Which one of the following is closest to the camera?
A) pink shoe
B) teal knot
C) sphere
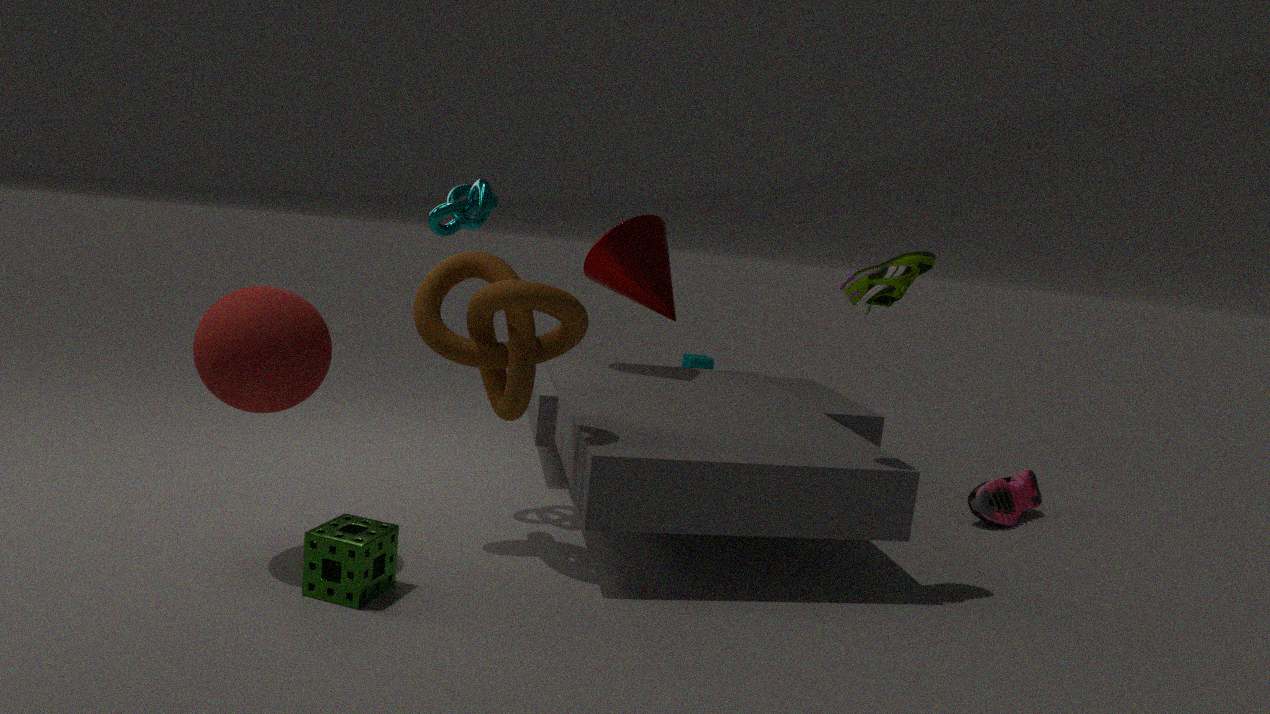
sphere
